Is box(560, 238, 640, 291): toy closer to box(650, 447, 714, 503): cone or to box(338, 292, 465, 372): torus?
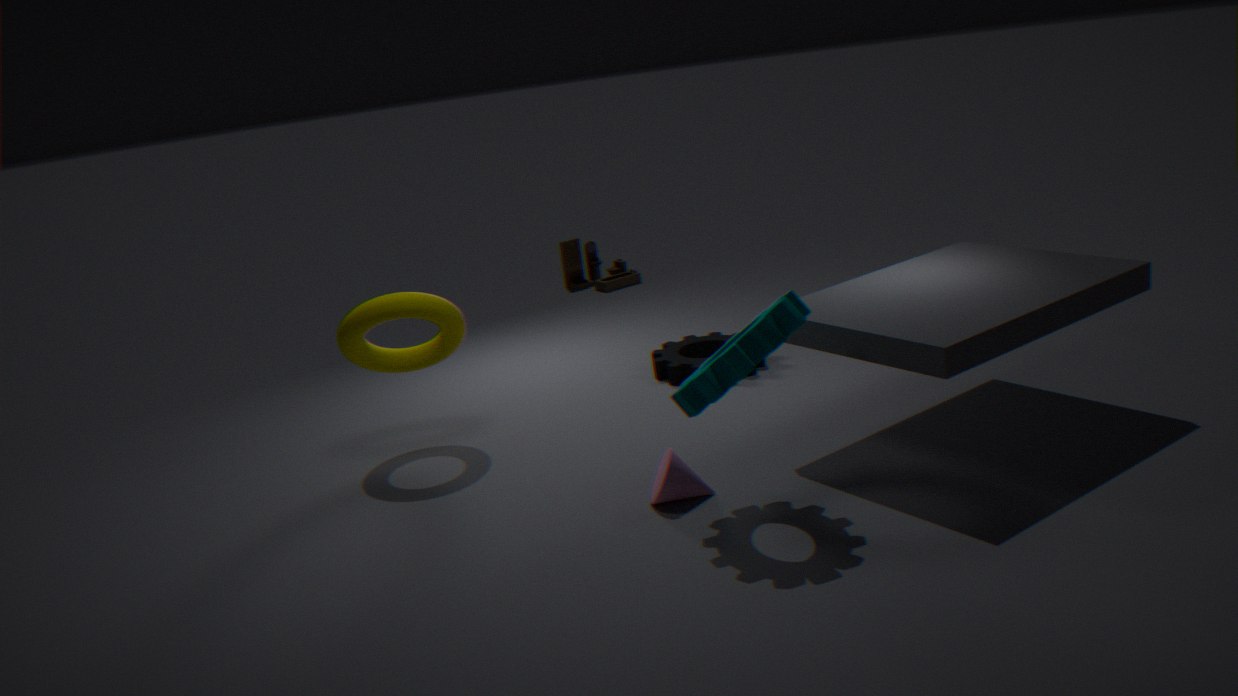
box(338, 292, 465, 372): torus
